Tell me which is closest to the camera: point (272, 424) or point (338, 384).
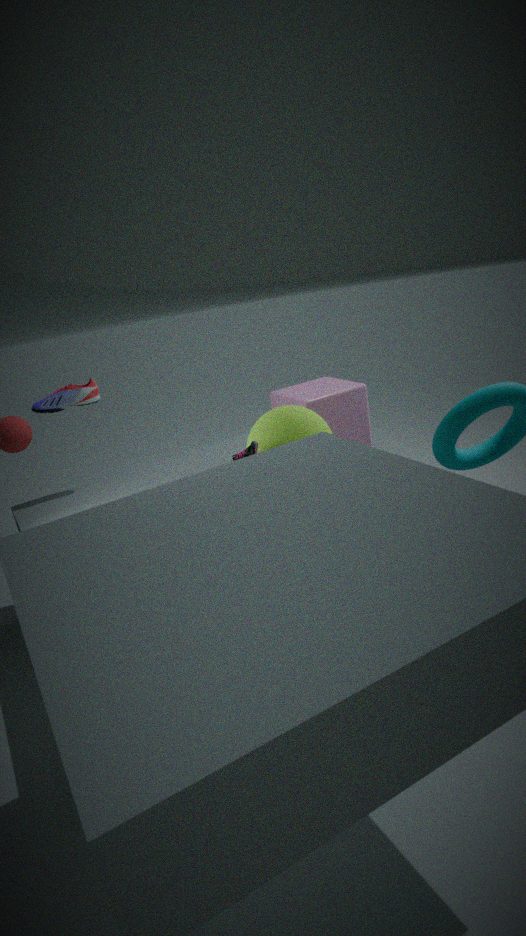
point (272, 424)
